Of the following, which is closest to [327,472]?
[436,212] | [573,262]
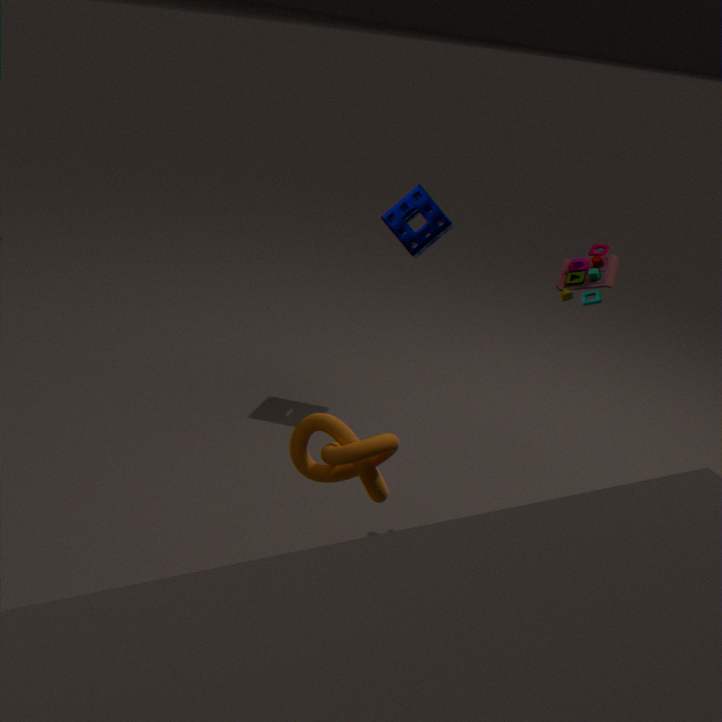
[573,262]
